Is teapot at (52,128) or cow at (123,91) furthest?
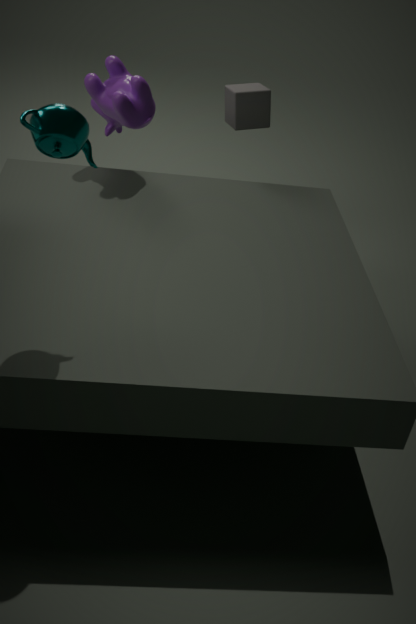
cow at (123,91)
